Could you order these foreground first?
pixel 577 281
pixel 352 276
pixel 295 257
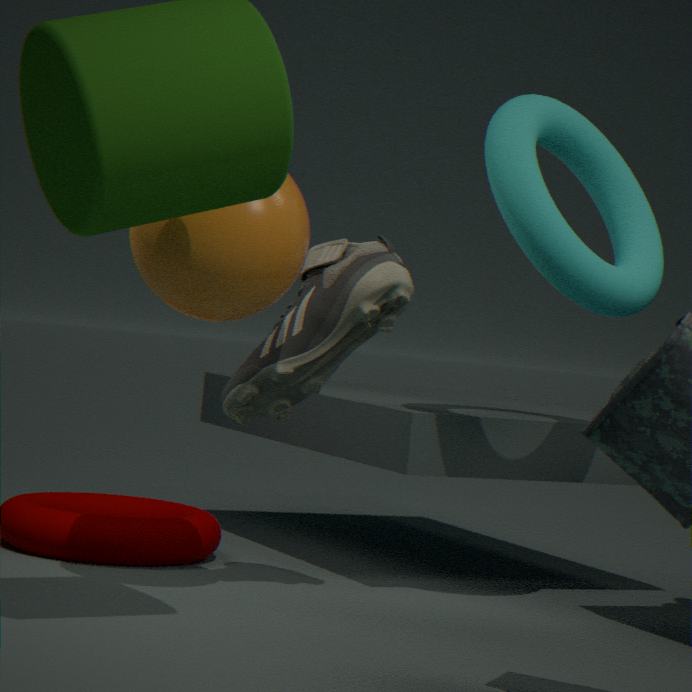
1. pixel 295 257
2. pixel 577 281
3. pixel 352 276
